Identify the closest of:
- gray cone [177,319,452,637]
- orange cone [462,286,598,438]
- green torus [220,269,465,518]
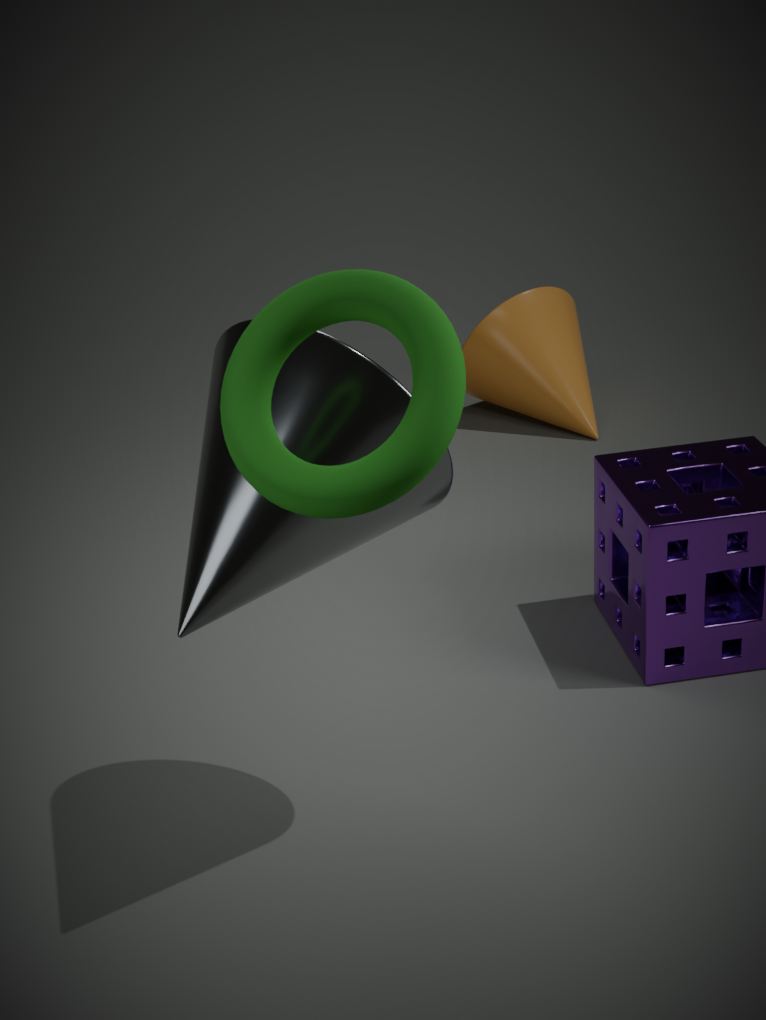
green torus [220,269,465,518]
